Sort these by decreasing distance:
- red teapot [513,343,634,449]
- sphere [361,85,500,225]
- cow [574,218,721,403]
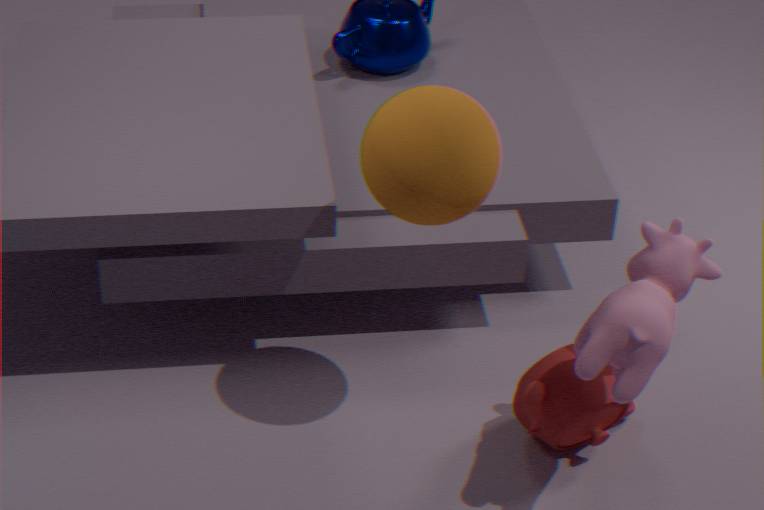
1. red teapot [513,343,634,449]
2. sphere [361,85,500,225]
3. cow [574,218,721,403]
